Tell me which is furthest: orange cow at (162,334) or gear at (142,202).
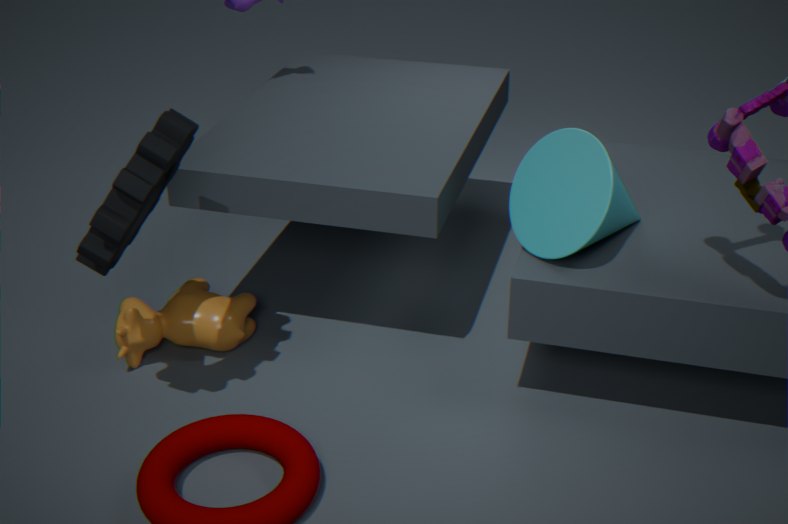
orange cow at (162,334)
